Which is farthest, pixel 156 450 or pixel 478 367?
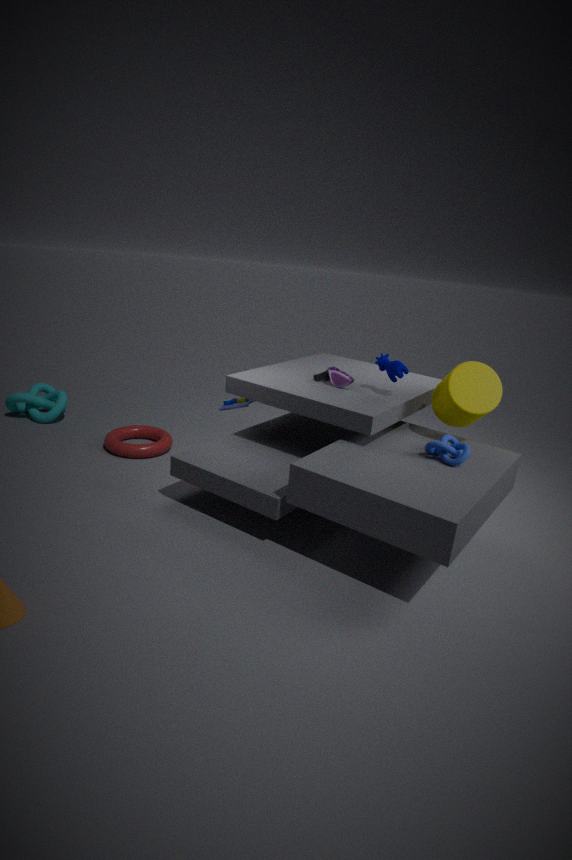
pixel 156 450
